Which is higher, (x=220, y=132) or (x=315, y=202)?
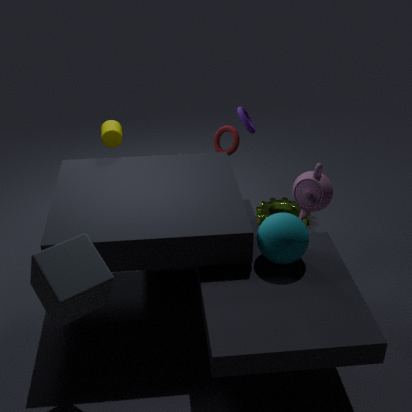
(x=220, y=132)
